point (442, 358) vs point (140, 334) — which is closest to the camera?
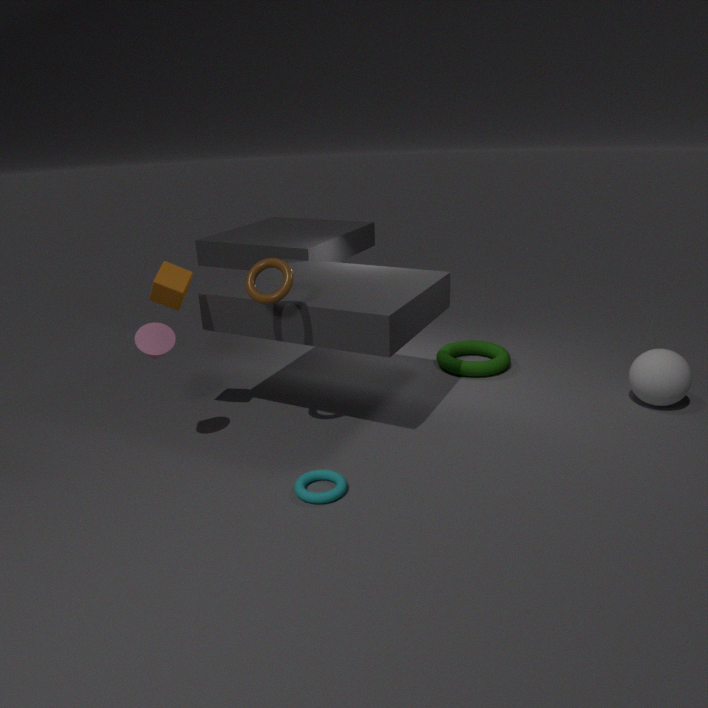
point (140, 334)
